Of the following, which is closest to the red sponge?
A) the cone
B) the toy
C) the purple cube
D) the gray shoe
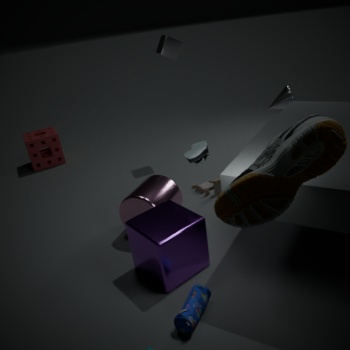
the toy
